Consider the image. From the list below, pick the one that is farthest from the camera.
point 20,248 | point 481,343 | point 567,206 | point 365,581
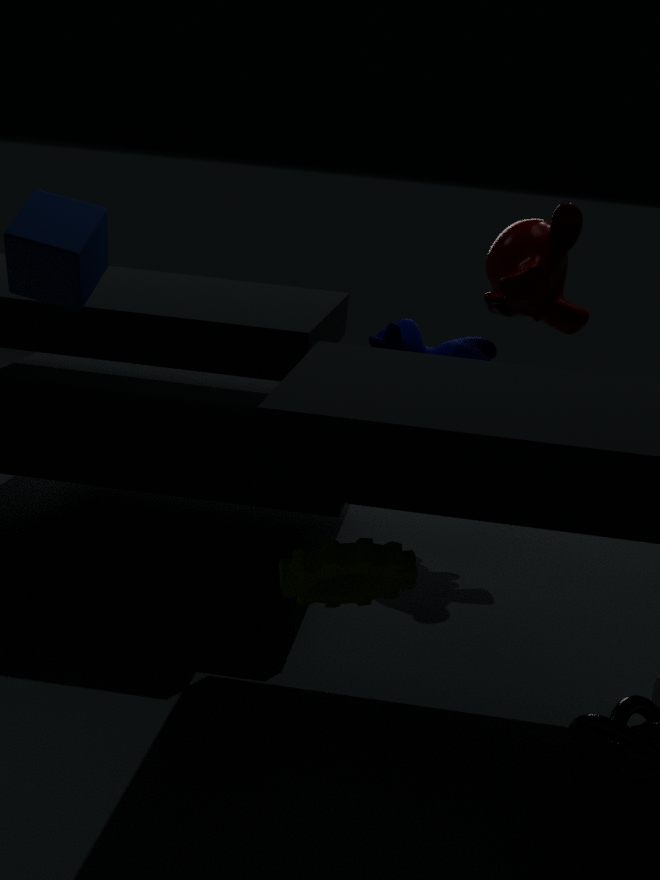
point 481,343
